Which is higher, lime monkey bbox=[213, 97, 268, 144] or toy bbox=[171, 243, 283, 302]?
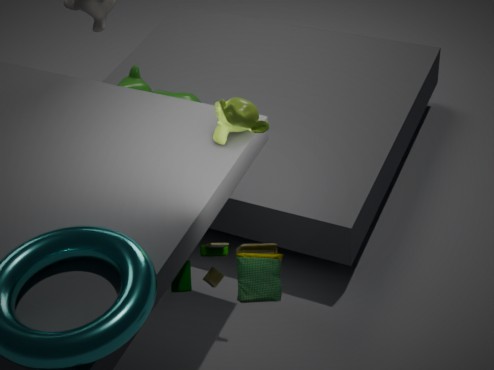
lime monkey bbox=[213, 97, 268, 144]
